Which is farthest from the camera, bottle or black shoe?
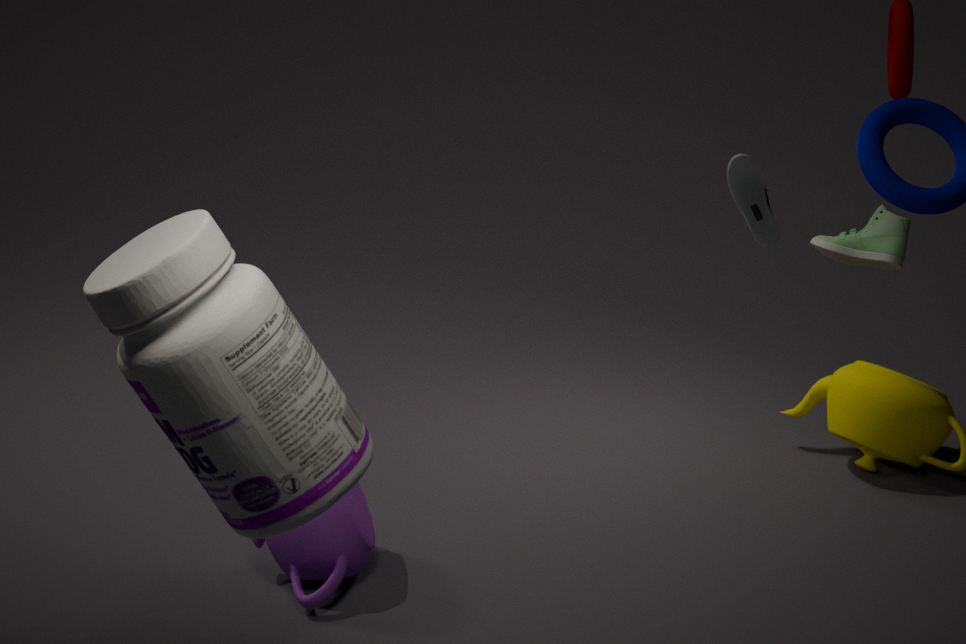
black shoe
